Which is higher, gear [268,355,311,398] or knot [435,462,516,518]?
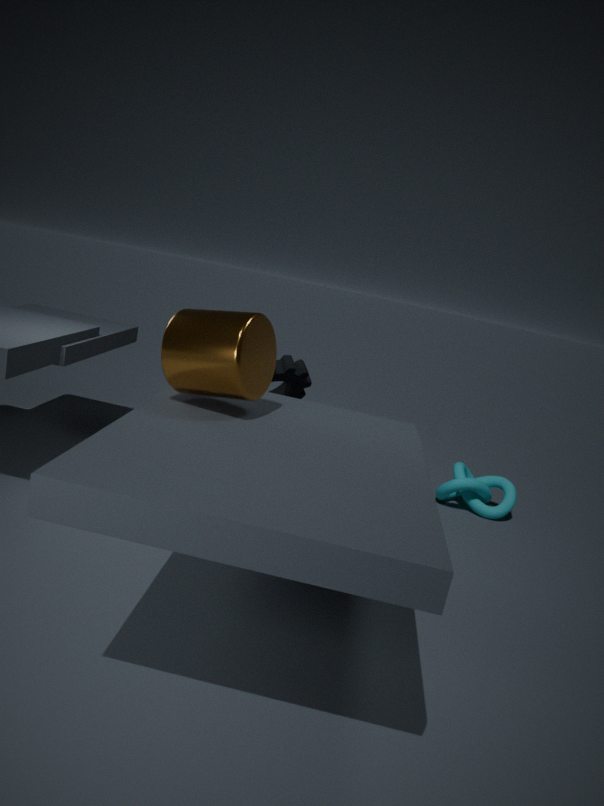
gear [268,355,311,398]
